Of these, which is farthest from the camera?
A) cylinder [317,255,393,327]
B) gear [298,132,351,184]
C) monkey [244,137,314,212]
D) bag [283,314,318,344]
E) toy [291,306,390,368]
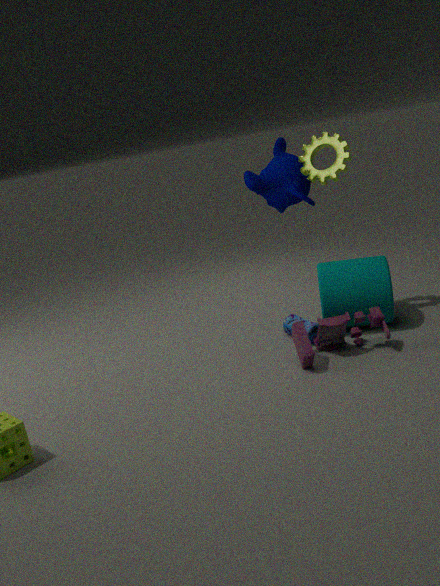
monkey [244,137,314,212]
